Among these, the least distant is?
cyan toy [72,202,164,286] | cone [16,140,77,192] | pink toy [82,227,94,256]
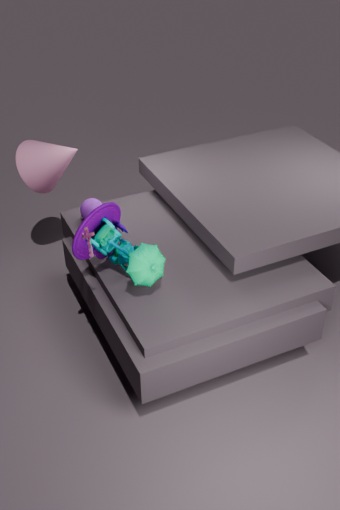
pink toy [82,227,94,256]
